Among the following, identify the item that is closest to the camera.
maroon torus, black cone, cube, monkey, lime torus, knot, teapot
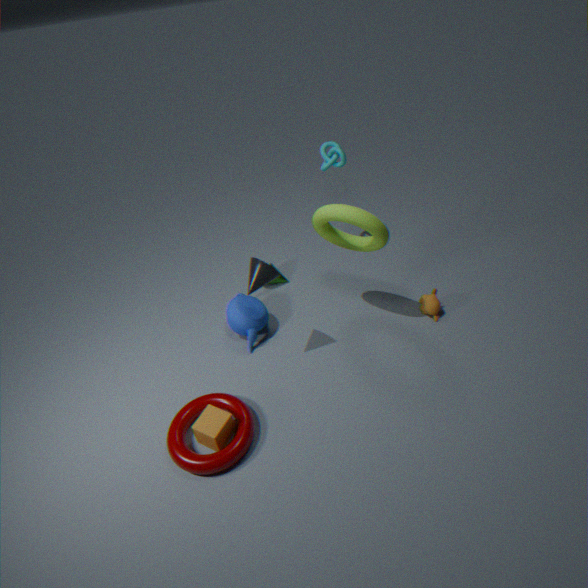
maroon torus
